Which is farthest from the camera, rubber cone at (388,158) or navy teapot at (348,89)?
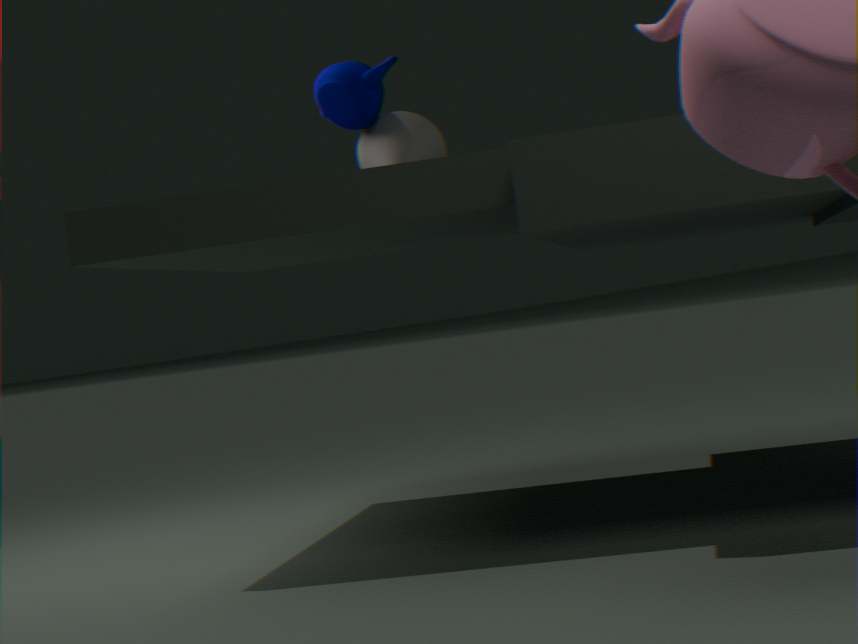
rubber cone at (388,158)
